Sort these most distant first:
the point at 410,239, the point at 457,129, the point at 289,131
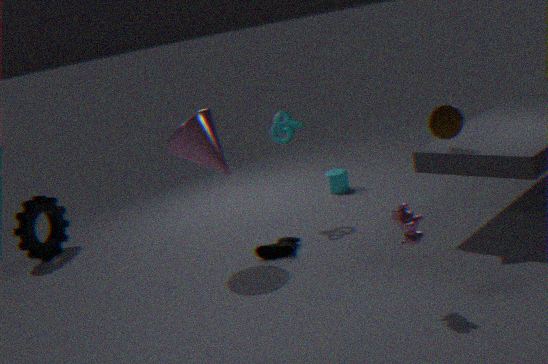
the point at 289,131, the point at 457,129, the point at 410,239
